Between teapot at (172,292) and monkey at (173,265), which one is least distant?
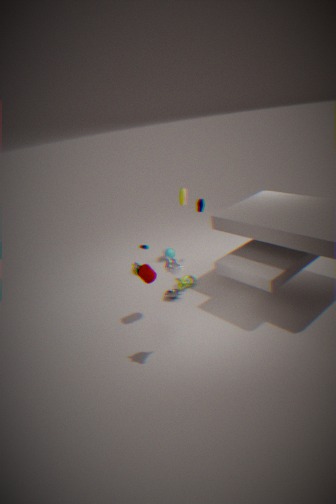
monkey at (173,265)
